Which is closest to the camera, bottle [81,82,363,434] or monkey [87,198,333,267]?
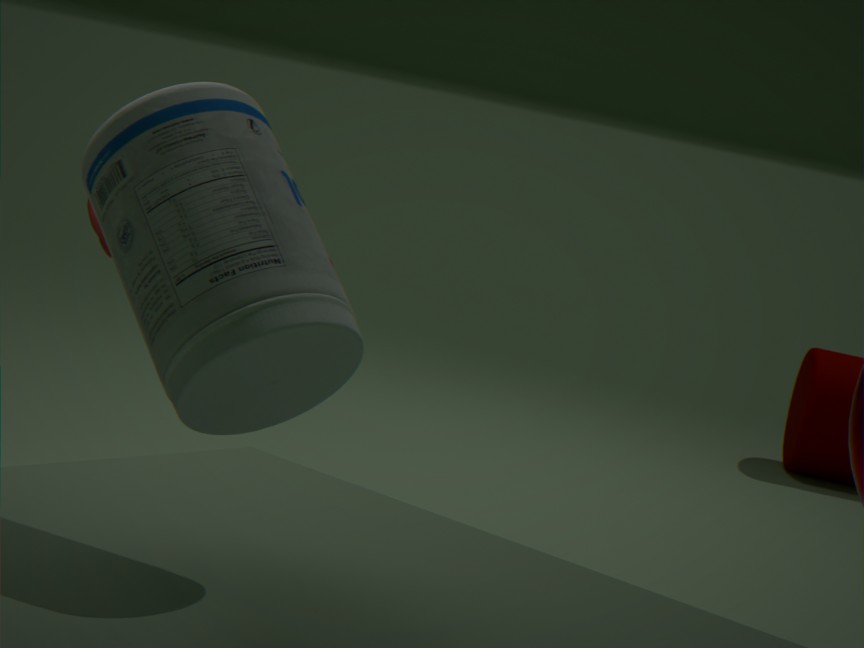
bottle [81,82,363,434]
